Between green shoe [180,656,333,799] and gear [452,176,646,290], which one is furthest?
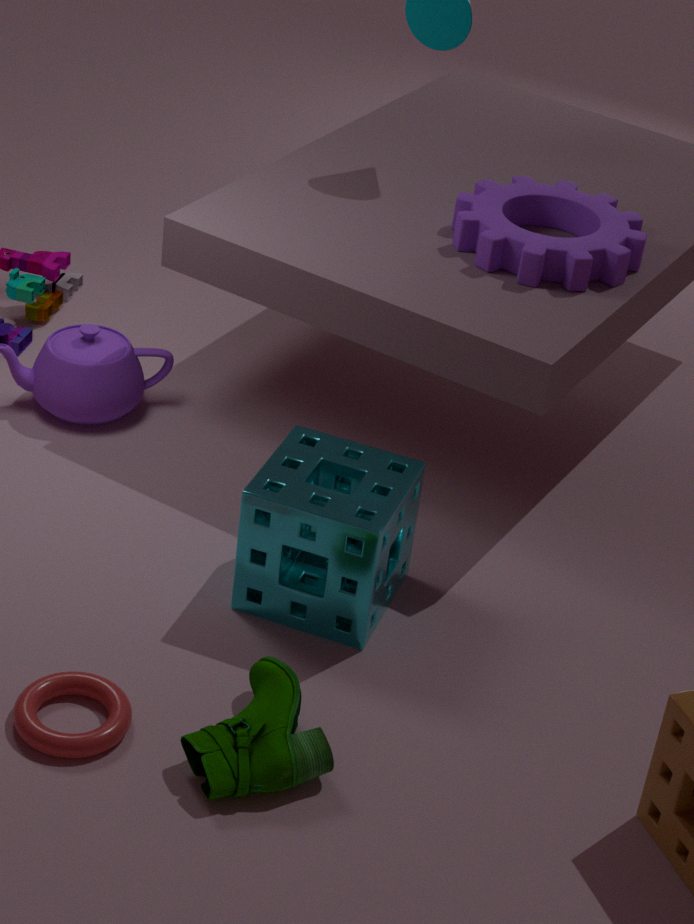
gear [452,176,646,290]
